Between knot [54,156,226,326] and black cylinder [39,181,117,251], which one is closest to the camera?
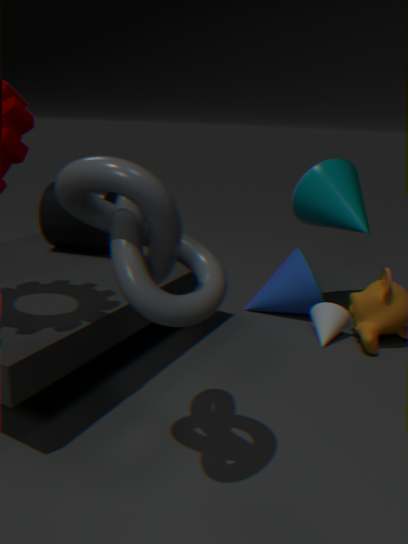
knot [54,156,226,326]
